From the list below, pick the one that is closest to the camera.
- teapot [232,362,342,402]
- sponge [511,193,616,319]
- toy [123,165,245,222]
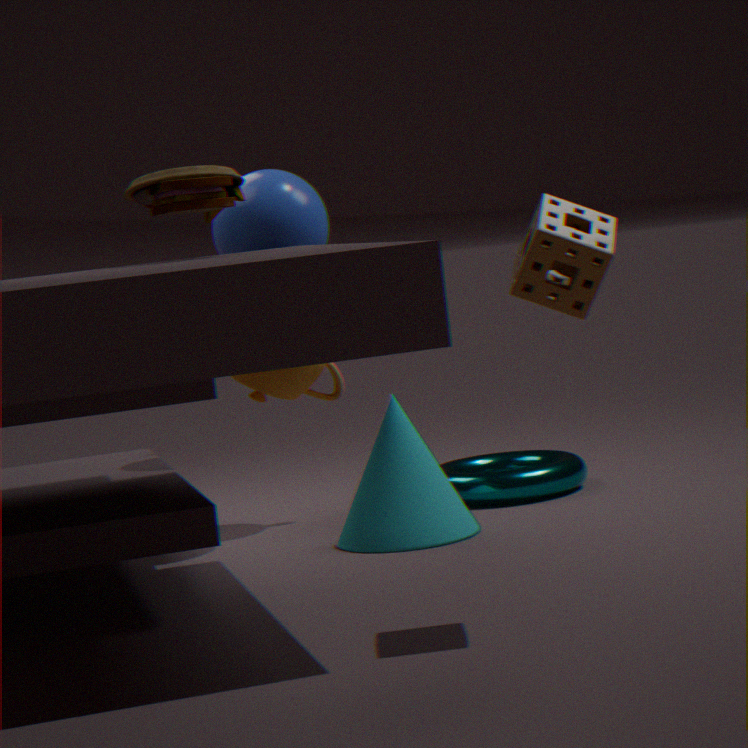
sponge [511,193,616,319]
